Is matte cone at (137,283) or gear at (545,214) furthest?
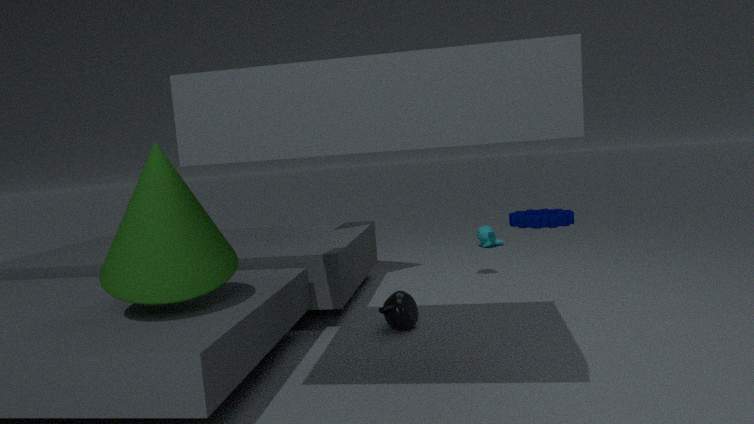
gear at (545,214)
